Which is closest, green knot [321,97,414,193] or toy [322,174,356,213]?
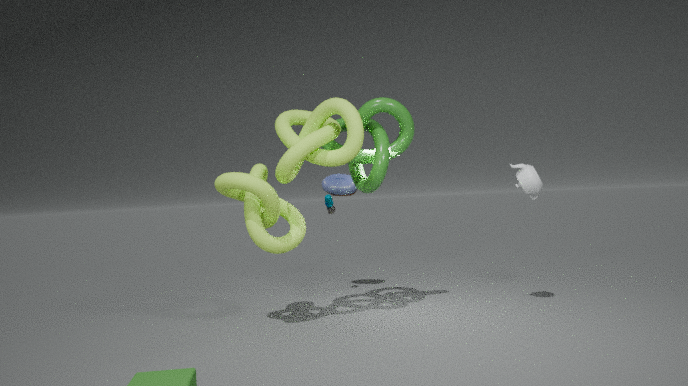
green knot [321,97,414,193]
